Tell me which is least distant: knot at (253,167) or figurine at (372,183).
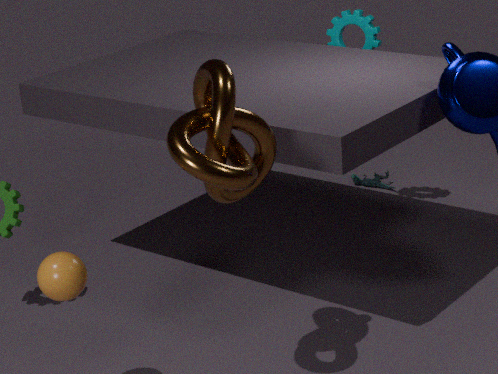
knot at (253,167)
